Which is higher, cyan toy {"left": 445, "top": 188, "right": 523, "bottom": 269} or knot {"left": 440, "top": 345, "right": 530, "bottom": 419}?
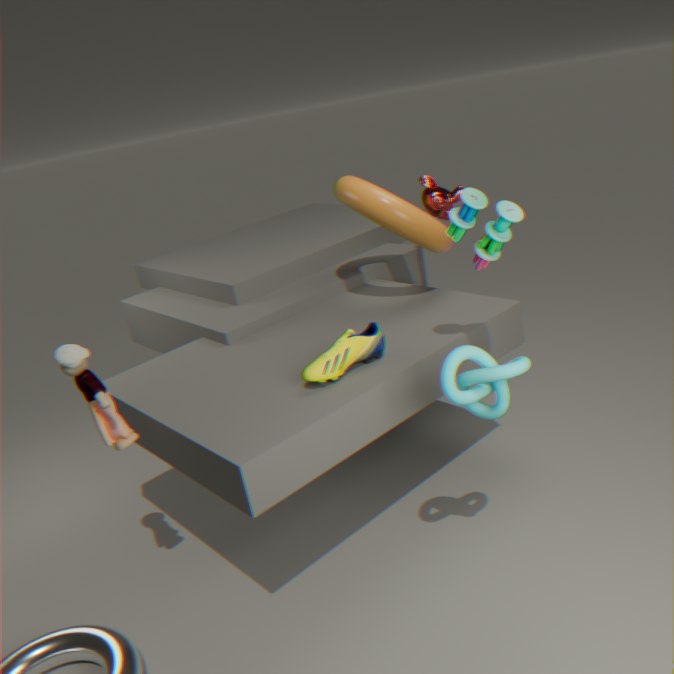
cyan toy {"left": 445, "top": 188, "right": 523, "bottom": 269}
